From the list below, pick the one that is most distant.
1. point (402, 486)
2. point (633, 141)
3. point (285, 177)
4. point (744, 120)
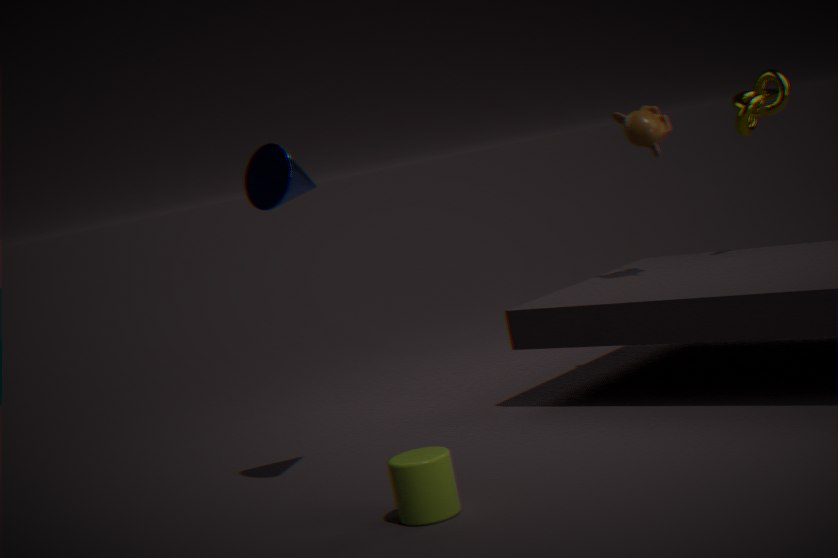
point (744, 120)
